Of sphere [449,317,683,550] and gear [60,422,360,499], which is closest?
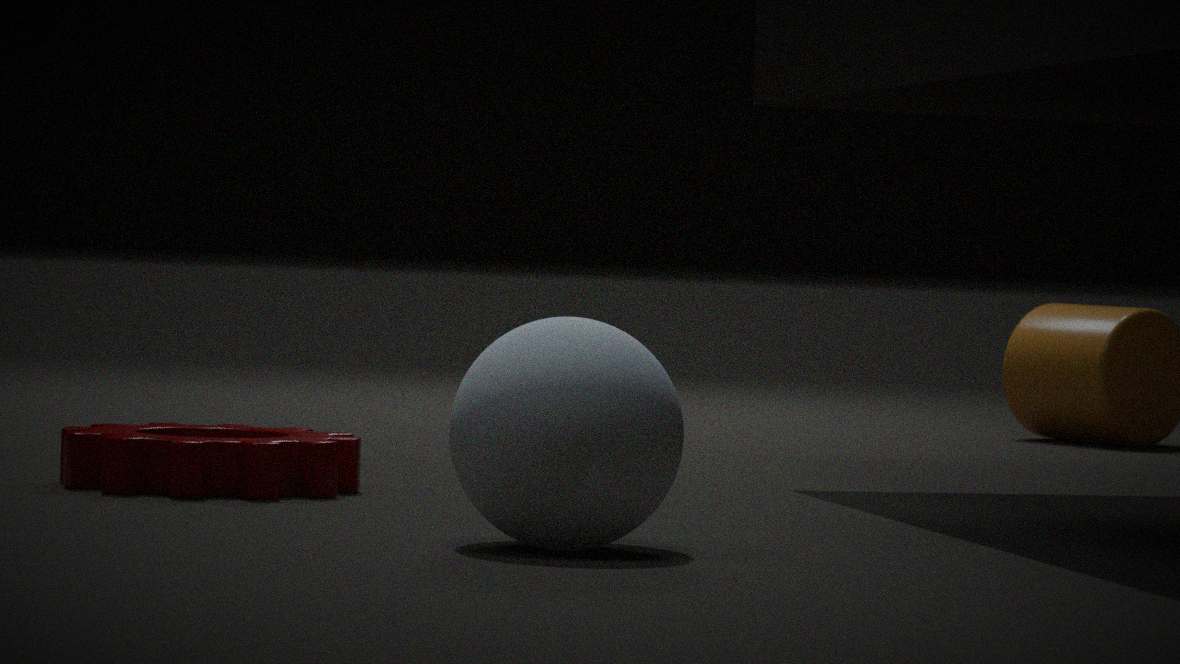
Result: sphere [449,317,683,550]
